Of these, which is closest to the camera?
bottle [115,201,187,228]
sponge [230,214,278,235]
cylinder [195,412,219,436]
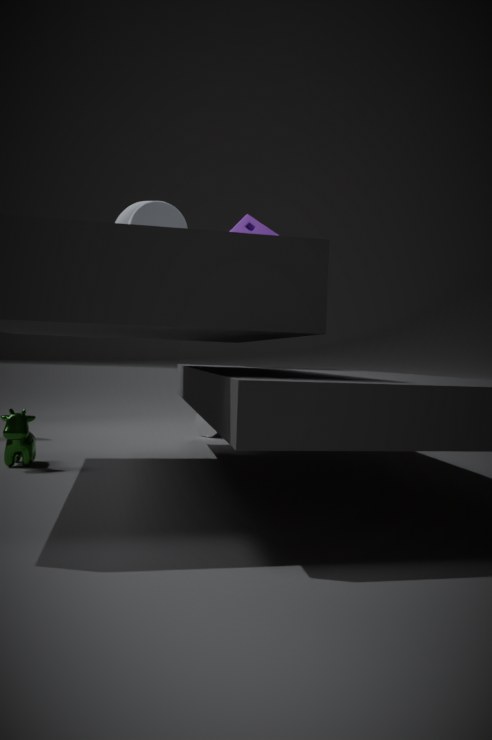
bottle [115,201,187,228]
